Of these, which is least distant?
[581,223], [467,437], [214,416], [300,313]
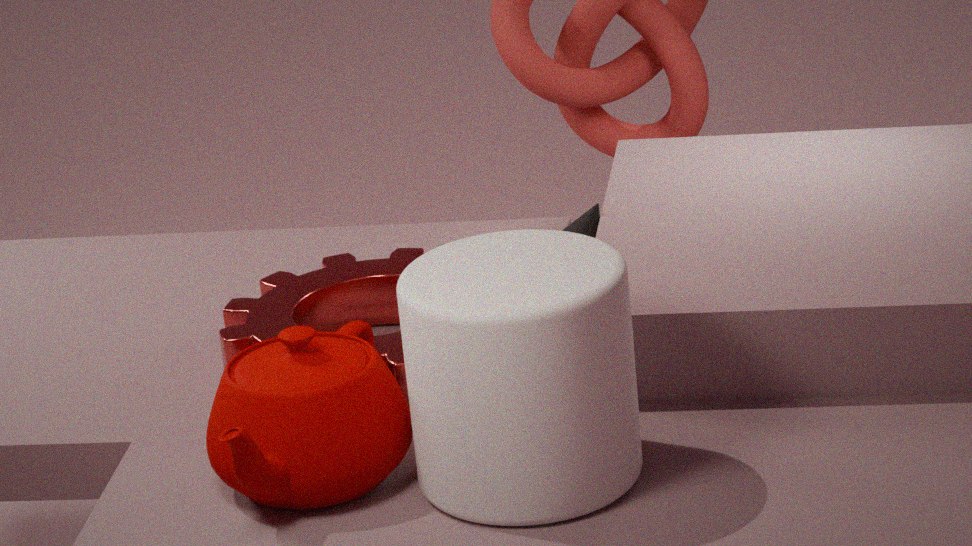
[467,437]
